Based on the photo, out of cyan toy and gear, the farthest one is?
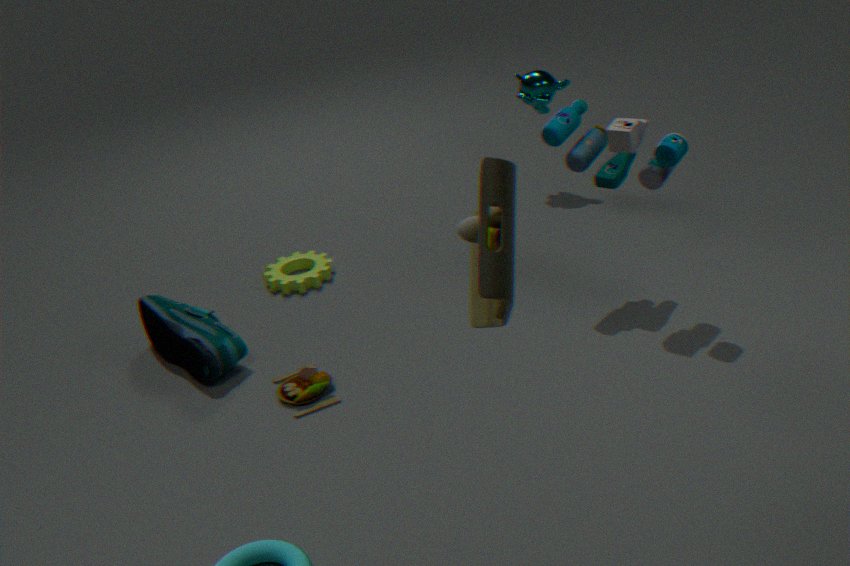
gear
